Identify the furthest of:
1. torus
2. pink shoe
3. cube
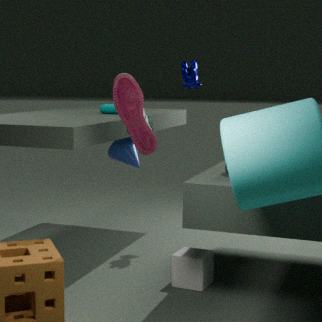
torus
